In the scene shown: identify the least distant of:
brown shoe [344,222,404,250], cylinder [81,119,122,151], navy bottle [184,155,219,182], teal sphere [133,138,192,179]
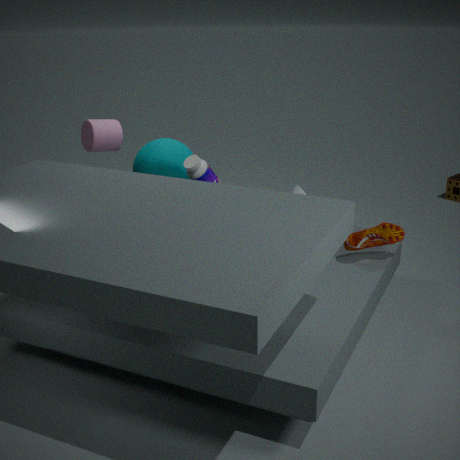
navy bottle [184,155,219,182]
